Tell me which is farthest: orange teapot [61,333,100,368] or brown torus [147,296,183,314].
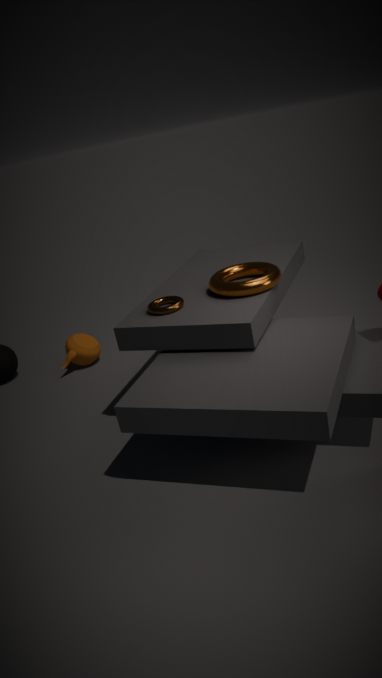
orange teapot [61,333,100,368]
